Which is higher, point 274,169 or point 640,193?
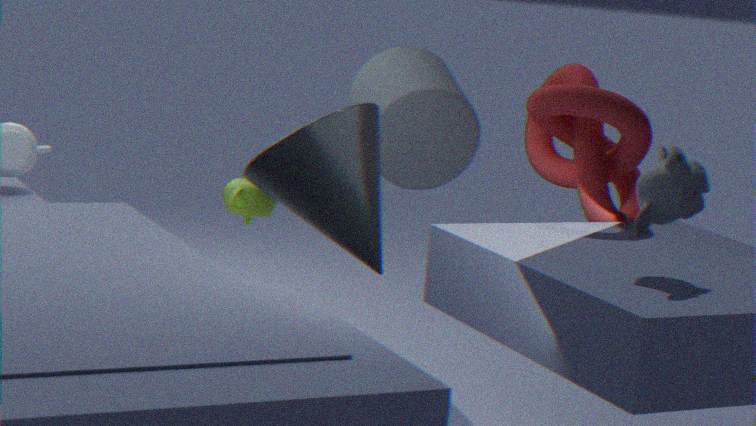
point 640,193
